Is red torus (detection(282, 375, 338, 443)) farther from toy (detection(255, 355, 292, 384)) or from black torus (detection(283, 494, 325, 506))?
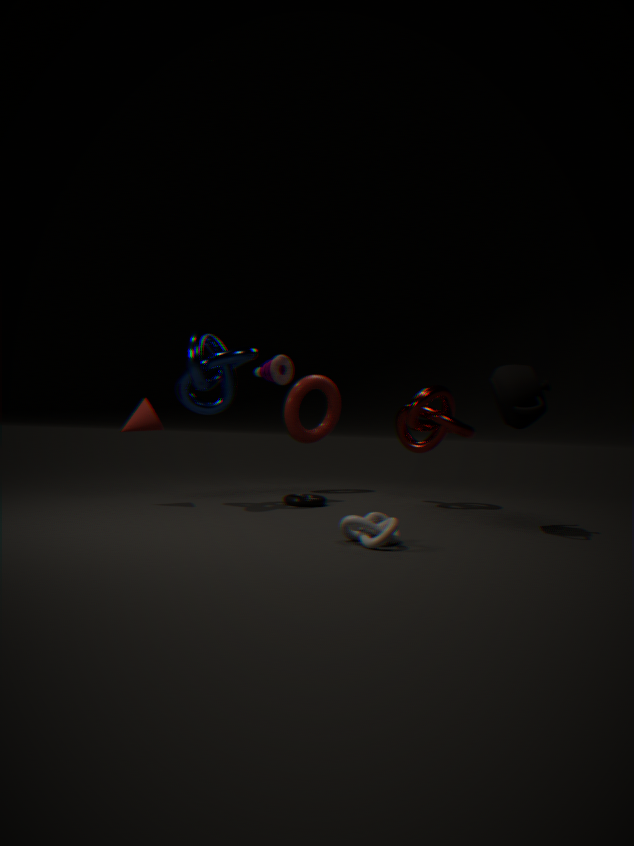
black torus (detection(283, 494, 325, 506))
